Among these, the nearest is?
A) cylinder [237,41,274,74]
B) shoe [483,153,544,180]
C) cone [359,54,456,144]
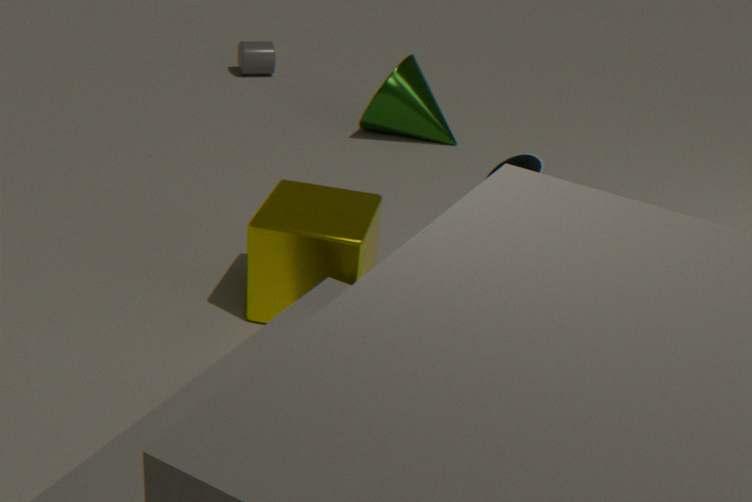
shoe [483,153,544,180]
